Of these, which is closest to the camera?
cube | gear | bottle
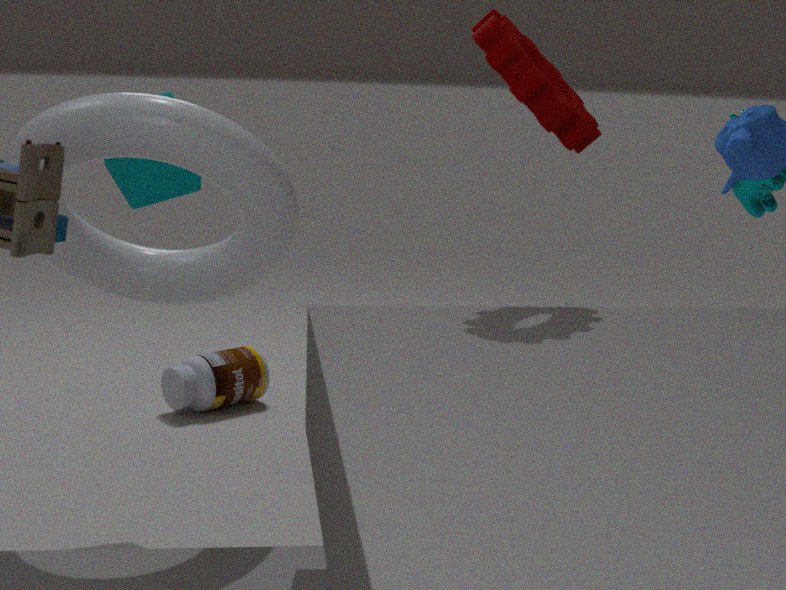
gear
